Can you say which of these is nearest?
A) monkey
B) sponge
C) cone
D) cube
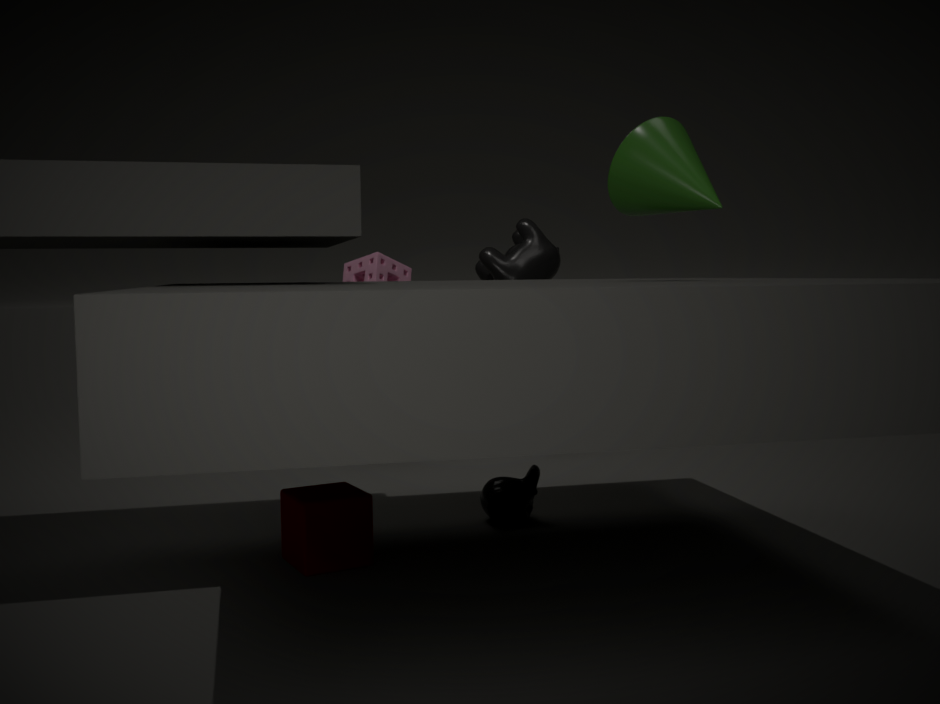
C. cone
